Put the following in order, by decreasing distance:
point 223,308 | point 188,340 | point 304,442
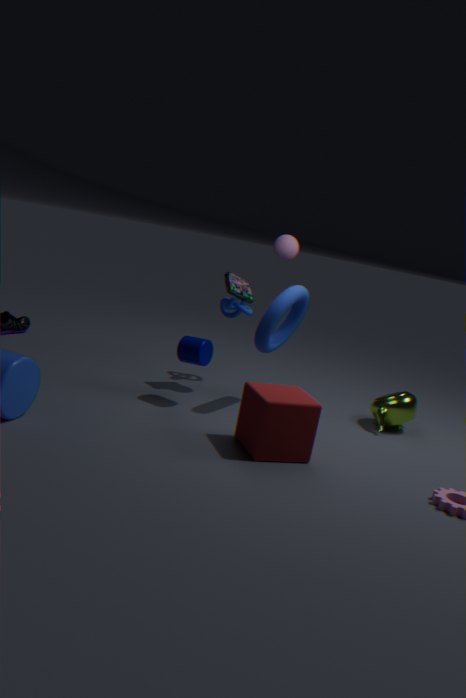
1. point 223,308
2. point 188,340
3. point 304,442
